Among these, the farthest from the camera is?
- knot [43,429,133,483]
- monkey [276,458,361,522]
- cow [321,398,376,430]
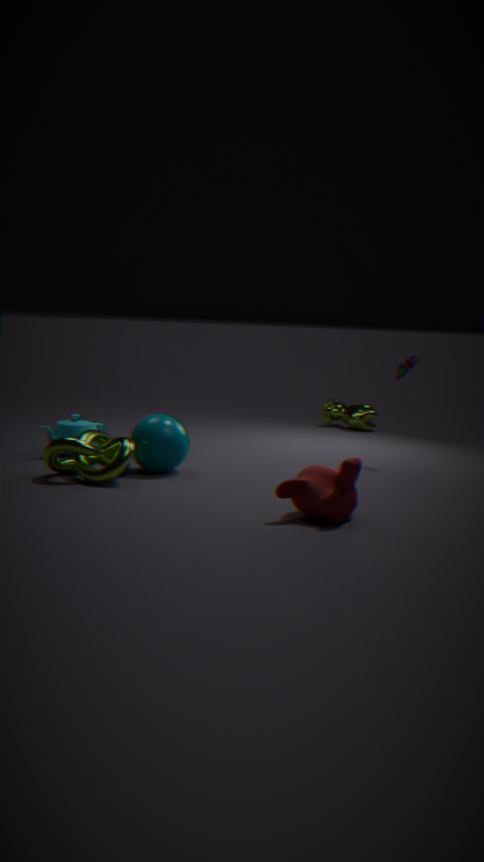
cow [321,398,376,430]
